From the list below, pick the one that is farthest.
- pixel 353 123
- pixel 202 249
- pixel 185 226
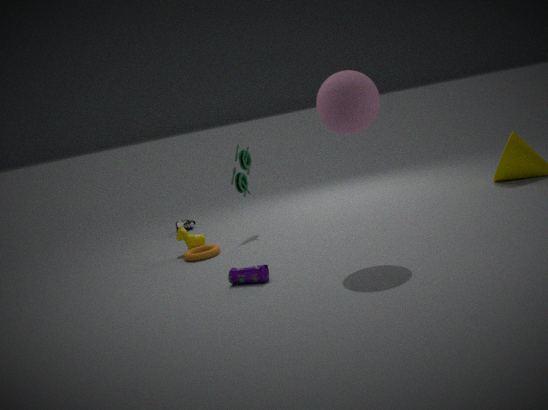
pixel 185 226
